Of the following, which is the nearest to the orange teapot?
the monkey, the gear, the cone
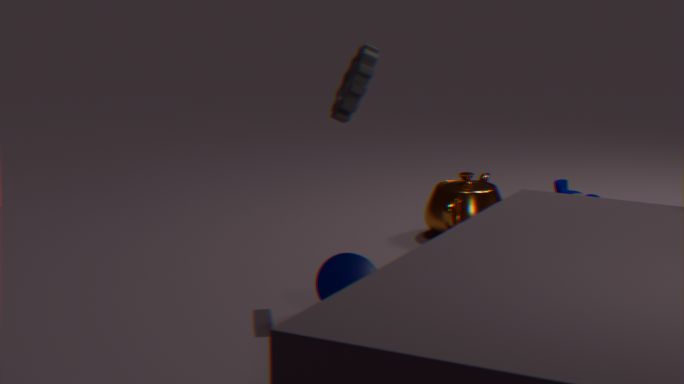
the monkey
